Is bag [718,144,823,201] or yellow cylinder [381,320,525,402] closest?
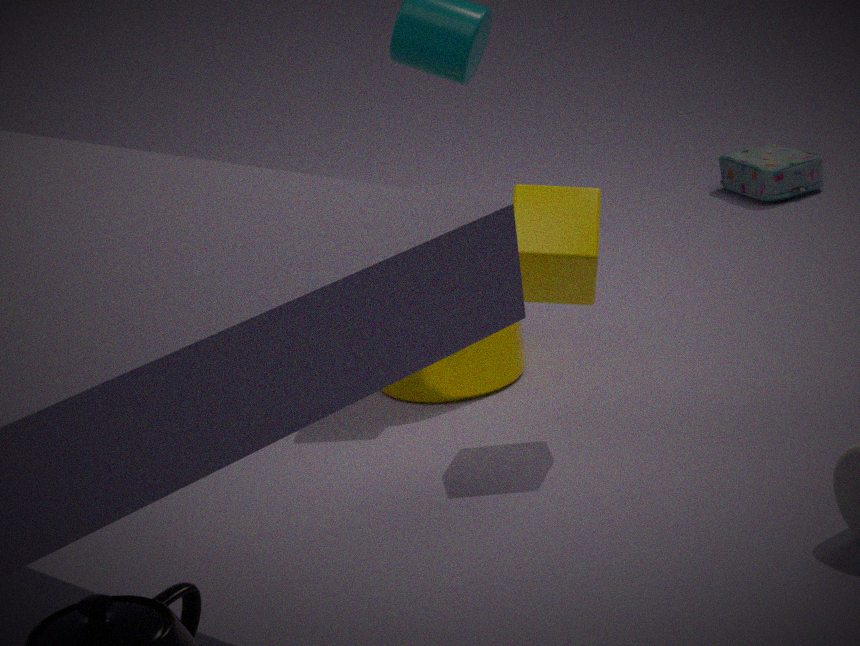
yellow cylinder [381,320,525,402]
